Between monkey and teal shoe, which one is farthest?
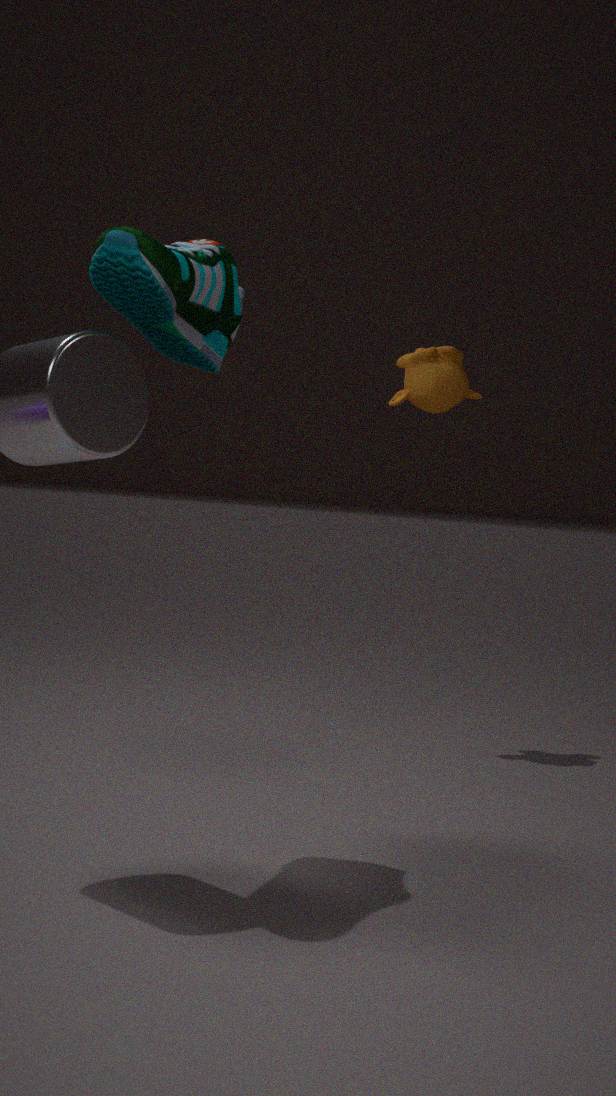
monkey
